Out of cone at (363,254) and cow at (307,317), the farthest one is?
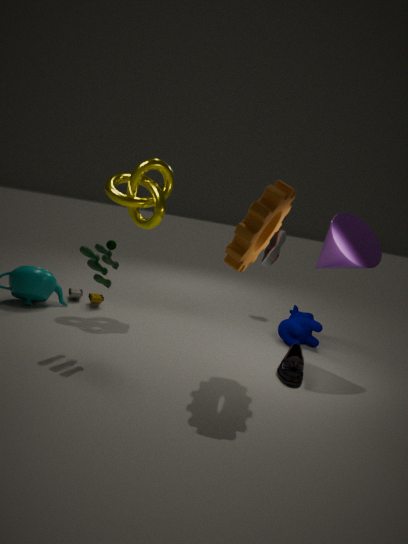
cow at (307,317)
